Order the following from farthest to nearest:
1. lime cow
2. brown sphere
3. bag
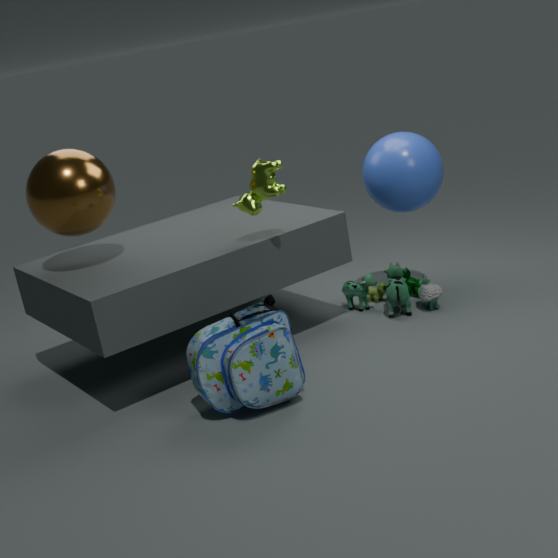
brown sphere → lime cow → bag
